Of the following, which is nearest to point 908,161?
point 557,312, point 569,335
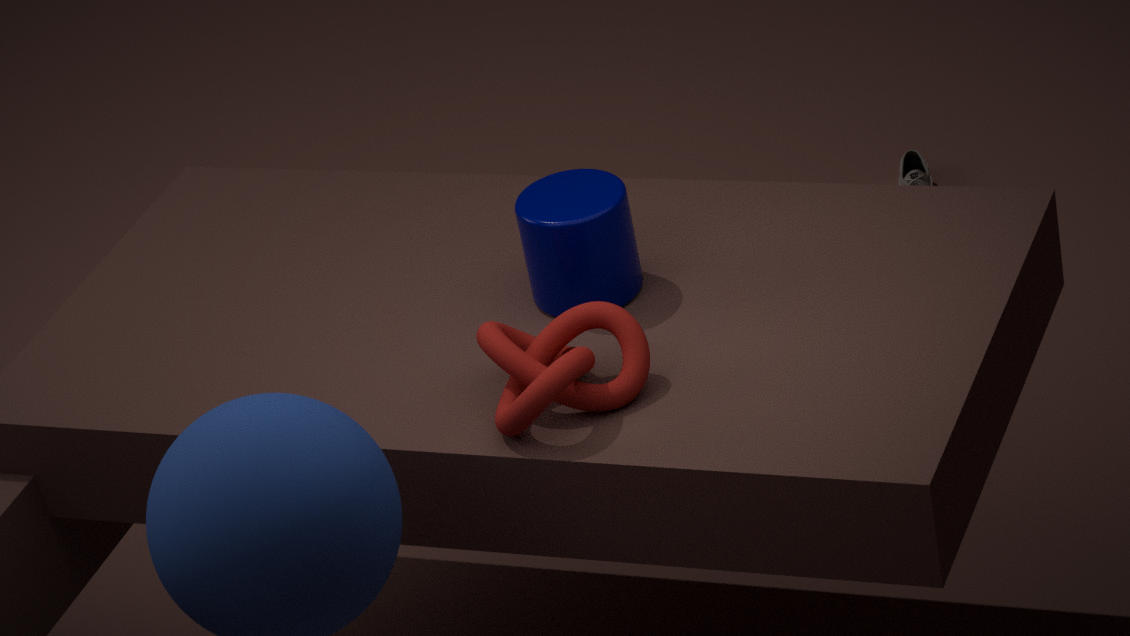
point 557,312
